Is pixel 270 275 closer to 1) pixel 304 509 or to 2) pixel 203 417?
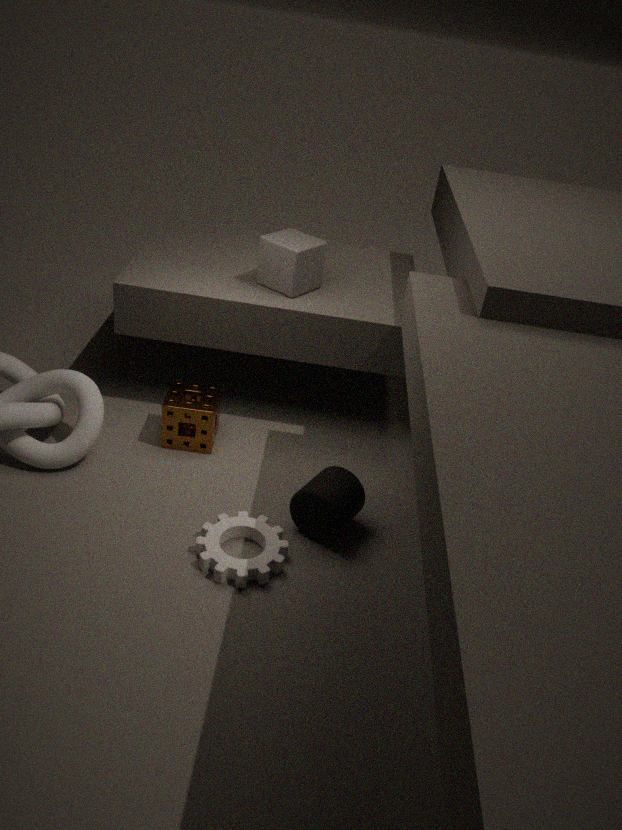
2) pixel 203 417
